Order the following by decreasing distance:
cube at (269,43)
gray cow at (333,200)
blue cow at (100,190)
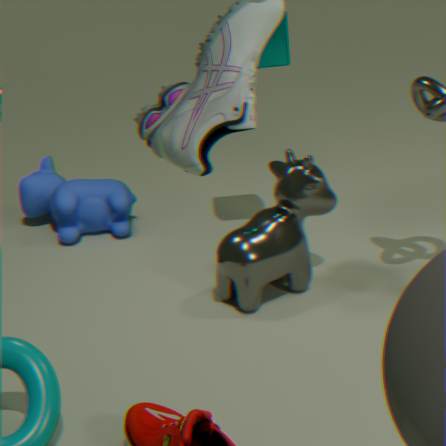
1. blue cow at (100,190)
2. cube at (269,43)
3. gray cow at (333,200)
